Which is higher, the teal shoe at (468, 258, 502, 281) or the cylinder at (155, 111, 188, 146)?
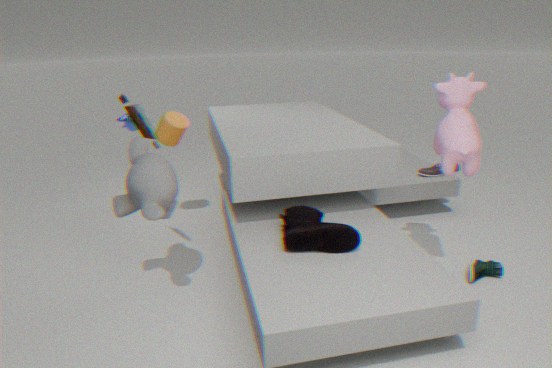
the cylinder at (155, 111, 188, 146)
